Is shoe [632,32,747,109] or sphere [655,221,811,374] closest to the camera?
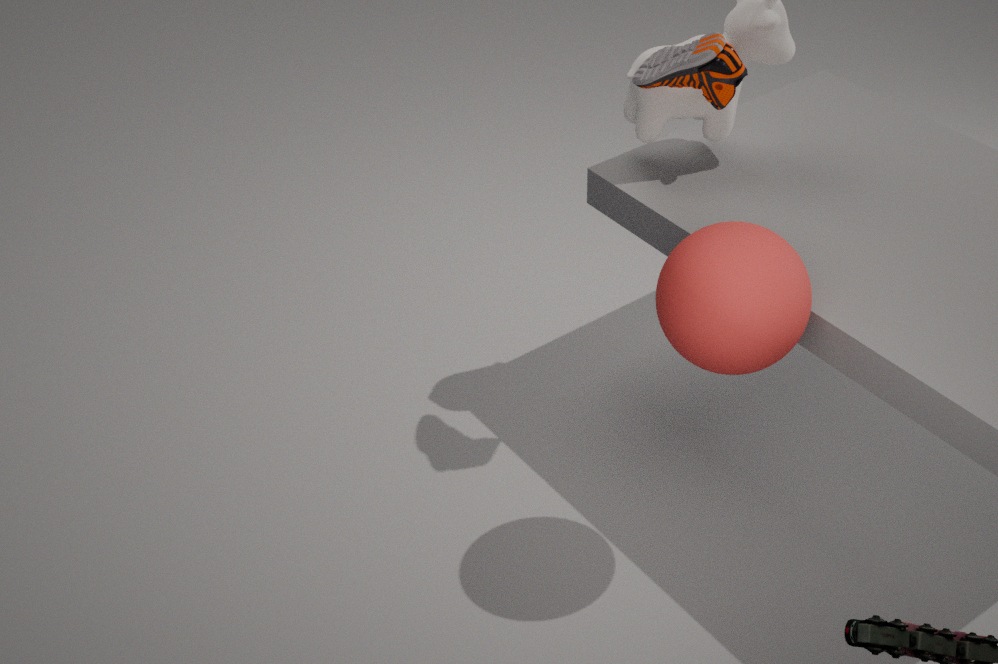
sphere [655,221,811,374]
